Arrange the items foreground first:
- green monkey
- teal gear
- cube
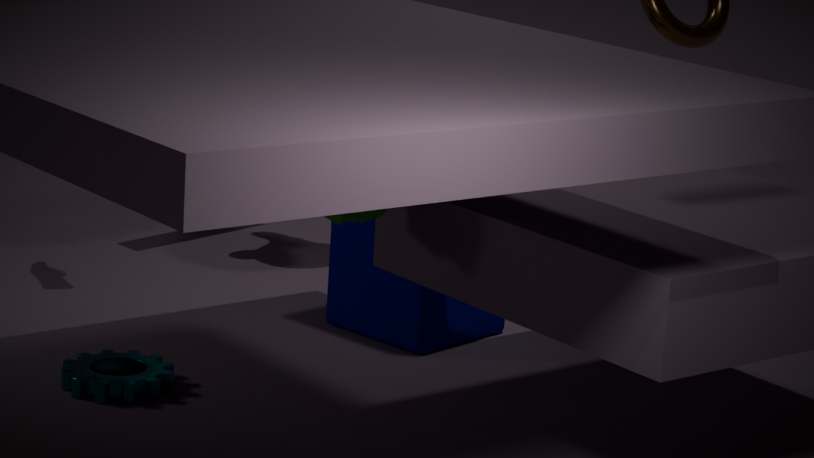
1. green monkey
2. teal gear
3. cube
